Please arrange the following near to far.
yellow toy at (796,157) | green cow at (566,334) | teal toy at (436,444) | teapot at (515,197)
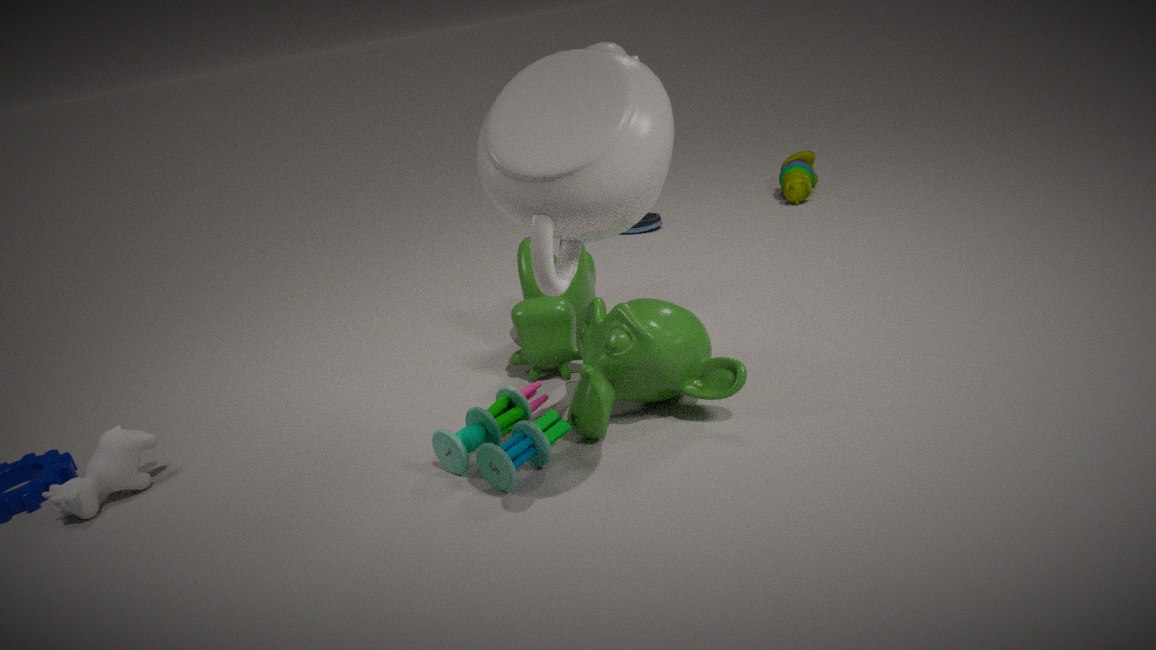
1. teapot at (515,197)
2. teal toy at (436,444)
3. green cow at (566,334)
4. yellow toy at (796,157)
